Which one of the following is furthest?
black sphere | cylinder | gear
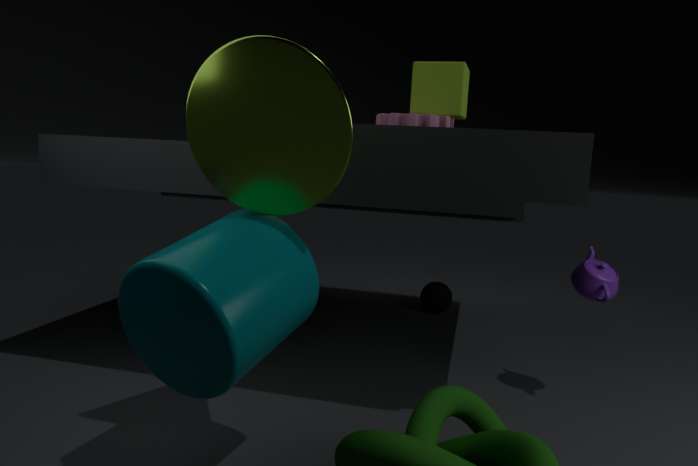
black sphere
